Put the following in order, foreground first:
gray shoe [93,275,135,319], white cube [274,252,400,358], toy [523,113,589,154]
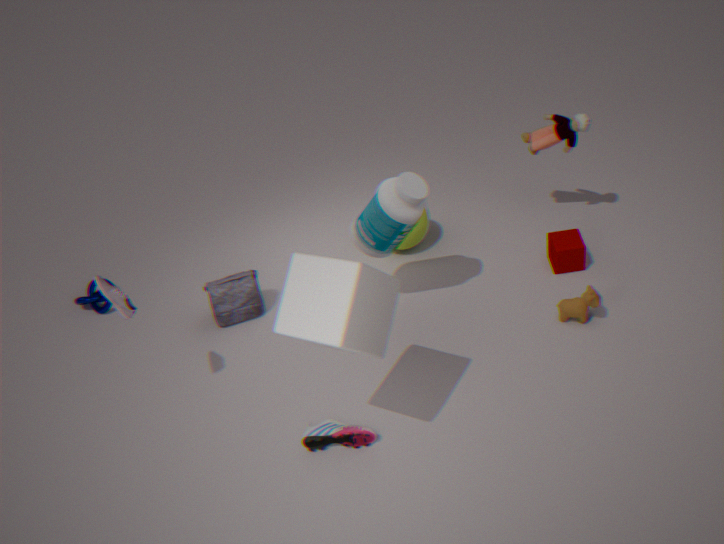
white cube [274,252,400,358] < gray shoe [93,275,135,319] < toy [523,113,589,154]
